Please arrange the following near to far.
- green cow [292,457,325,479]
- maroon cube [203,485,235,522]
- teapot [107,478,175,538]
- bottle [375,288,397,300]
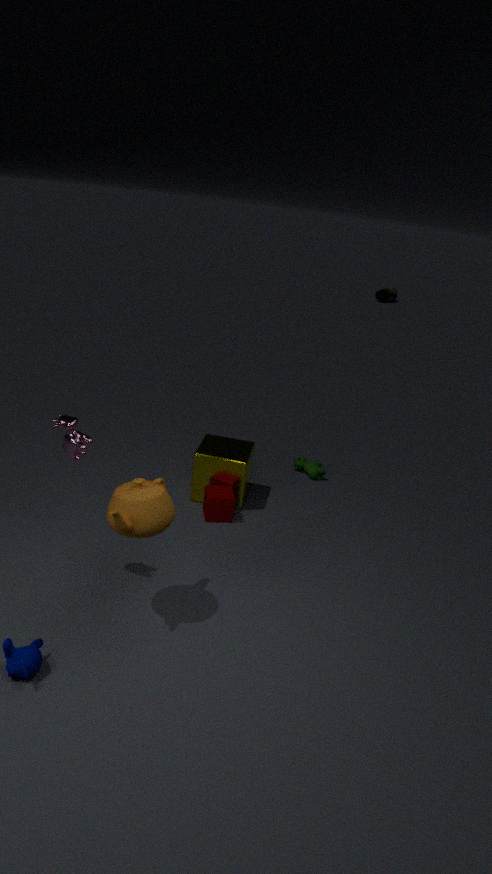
teapot [107,478,175,538], maroon cube [203,485,235,522], green cow [292,457,325,479], bottle [375,288,397,300]
